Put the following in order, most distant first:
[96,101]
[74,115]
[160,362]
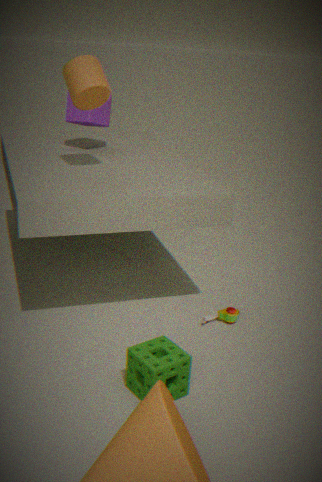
[74,115] → [96,101] → [160,362]
